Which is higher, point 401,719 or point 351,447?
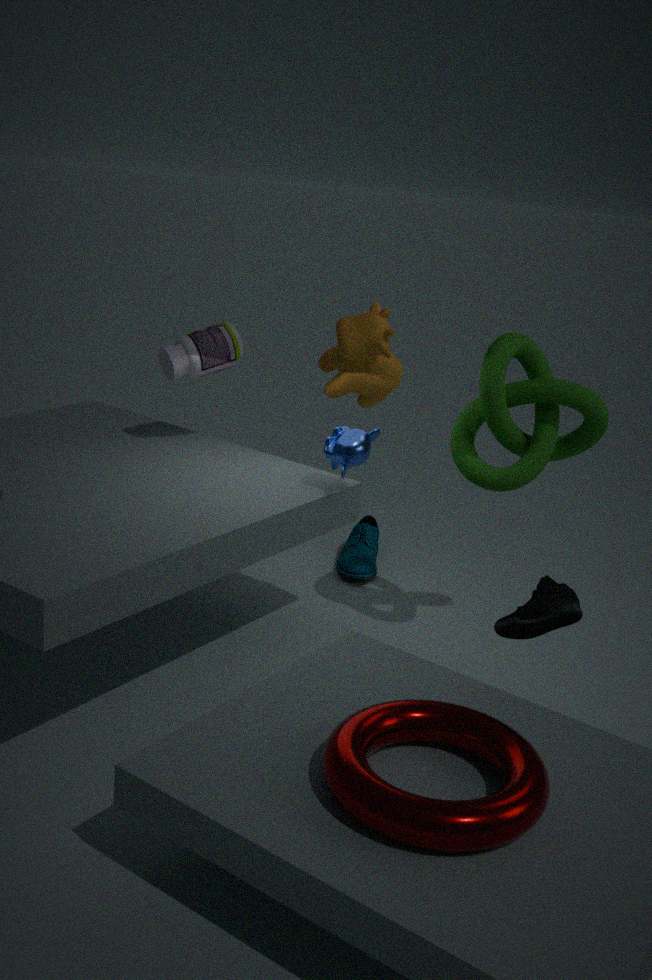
point 351,447
